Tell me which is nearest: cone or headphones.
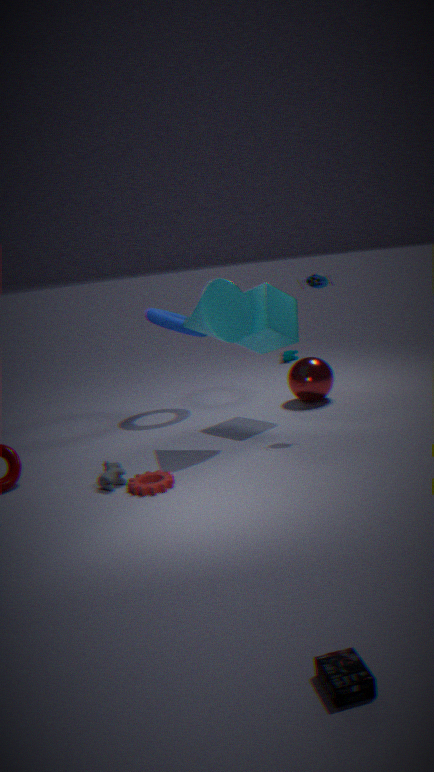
headphones
